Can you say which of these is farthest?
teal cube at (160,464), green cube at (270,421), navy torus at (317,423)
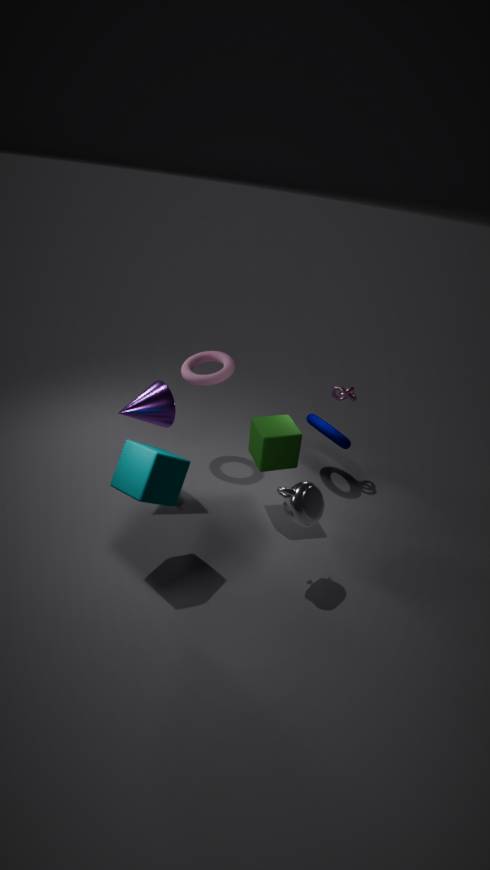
navy torus at (317,423)
